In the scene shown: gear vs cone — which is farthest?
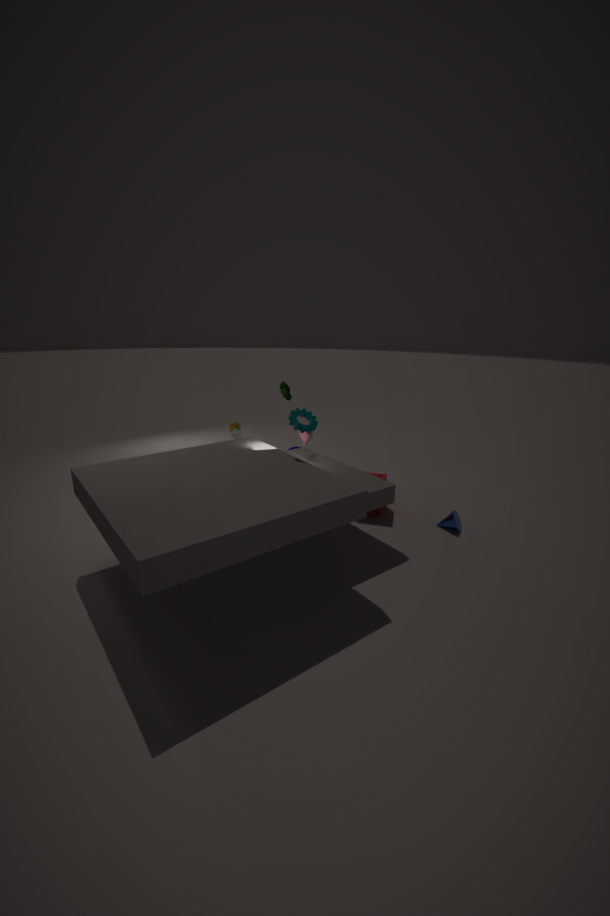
cone
